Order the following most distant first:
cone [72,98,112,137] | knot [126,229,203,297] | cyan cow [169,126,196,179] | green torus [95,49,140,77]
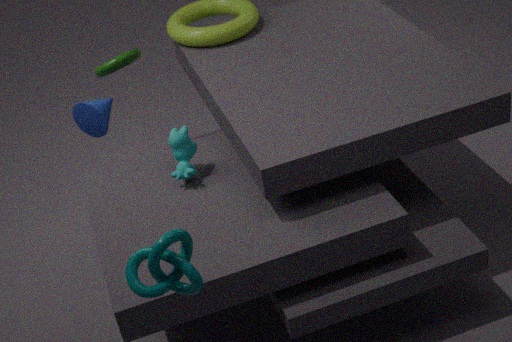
green torus [95,49,140,77] → cone [72,98,112,137] → cyan cow [169,126,196,179] → knot [126,229,203,297]
